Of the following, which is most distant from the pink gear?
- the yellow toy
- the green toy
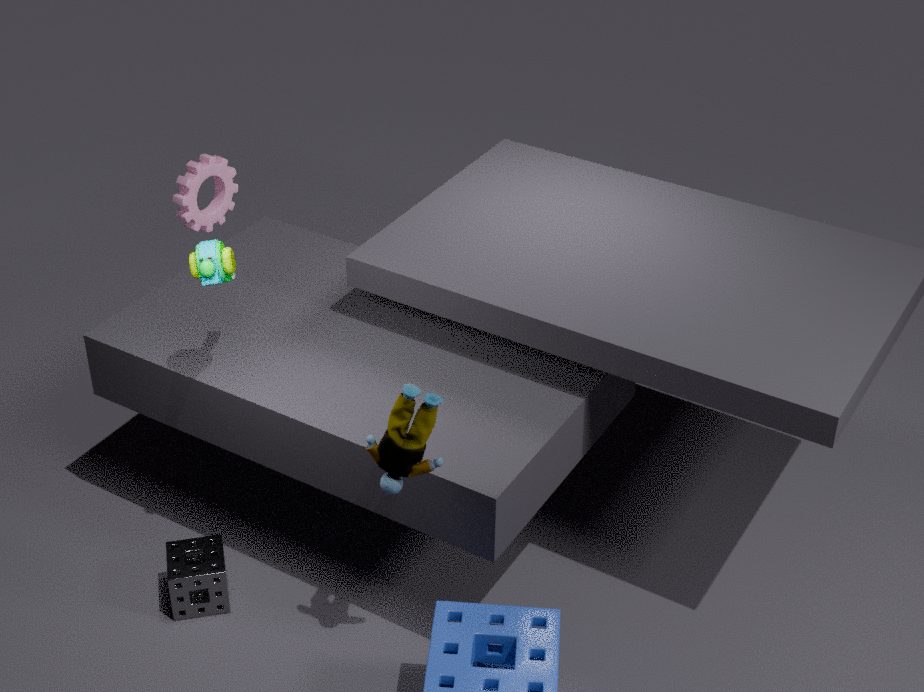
the yellow toy
